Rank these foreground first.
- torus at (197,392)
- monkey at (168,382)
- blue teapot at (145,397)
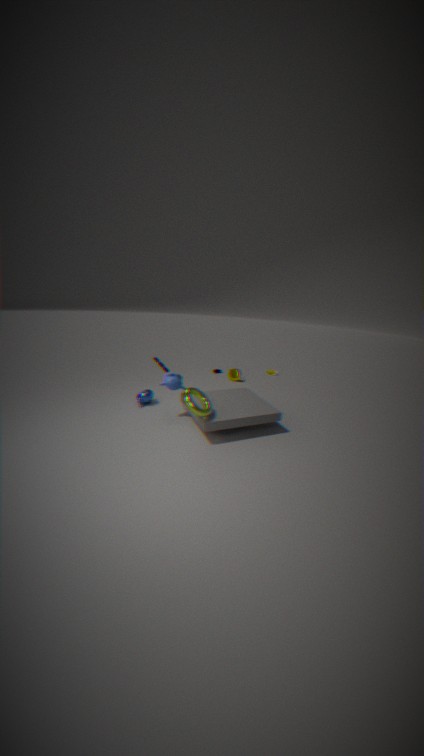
1. torus at (197,392)
2. monkey at (168,382)
3. blue teapot at (145,397)
